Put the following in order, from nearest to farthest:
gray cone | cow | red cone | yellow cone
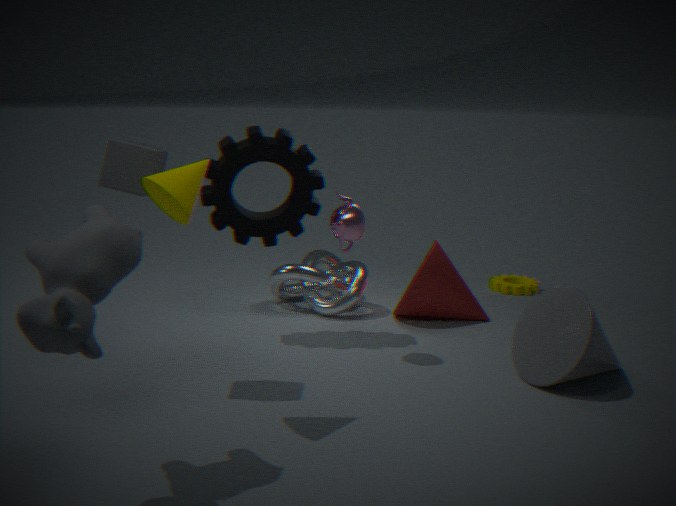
cow, yellow cone, gray cone, red cone
